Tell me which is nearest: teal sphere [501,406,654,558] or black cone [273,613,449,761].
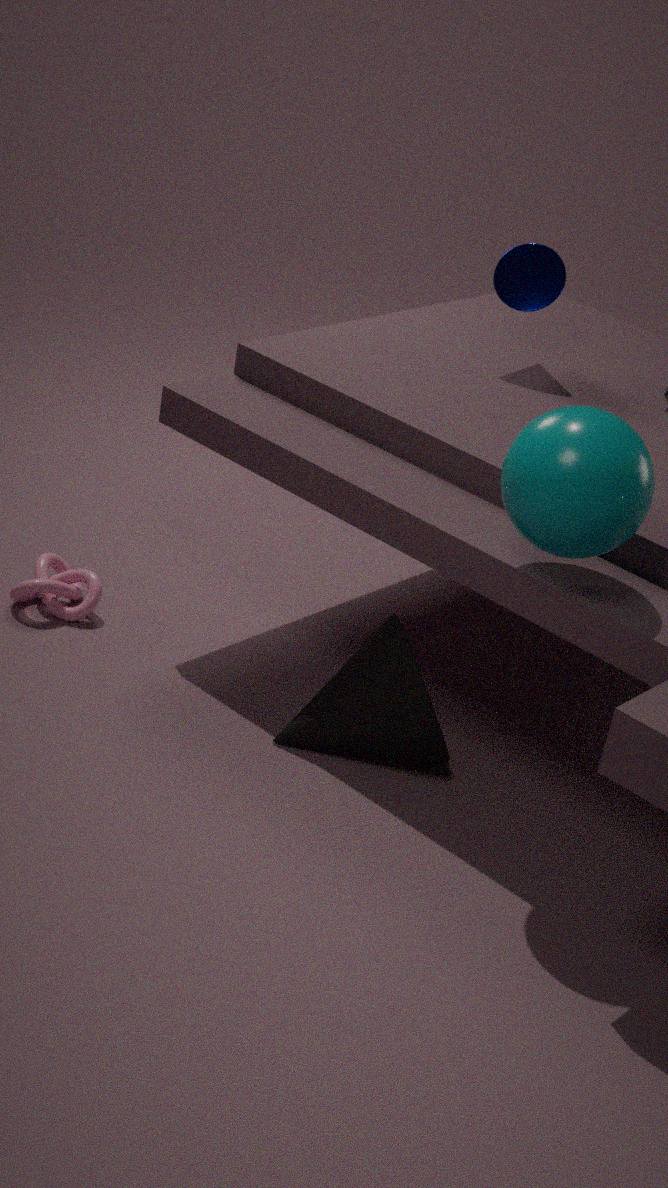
teal sphere [501,406,654,558]
